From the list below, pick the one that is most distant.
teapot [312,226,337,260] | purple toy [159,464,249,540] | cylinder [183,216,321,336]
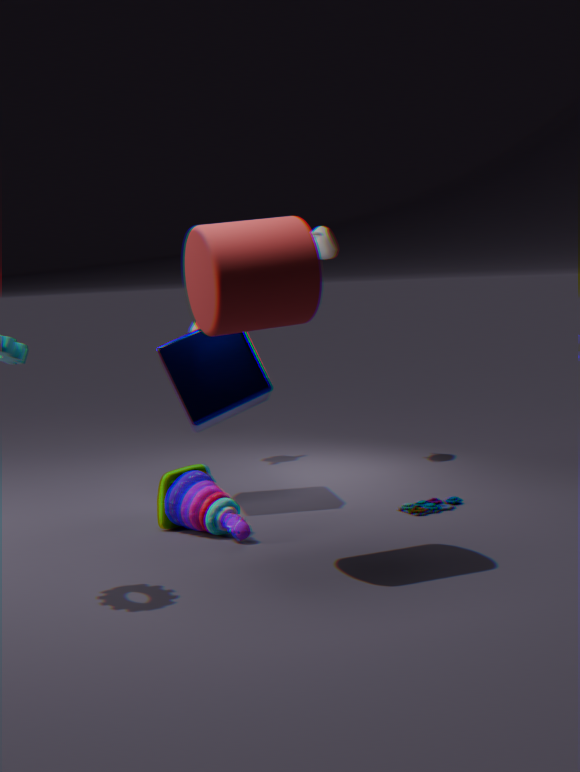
teapot [312,226,337,260]
